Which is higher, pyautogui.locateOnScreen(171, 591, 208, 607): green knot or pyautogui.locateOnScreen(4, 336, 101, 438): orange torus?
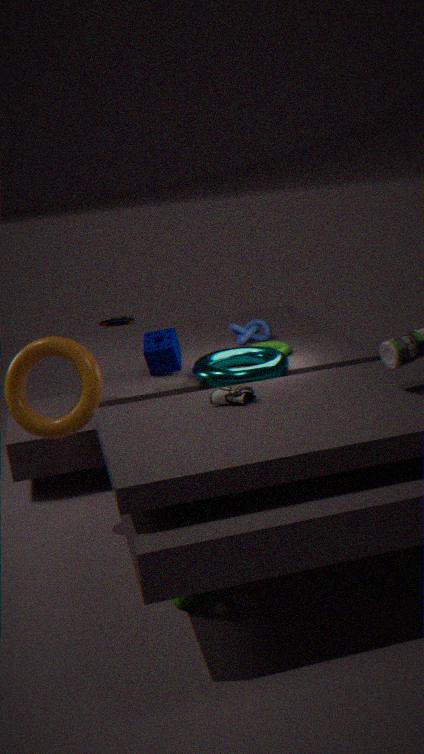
pyautogui.locateOnScreen(4, 336, 101, 438): orange torus
